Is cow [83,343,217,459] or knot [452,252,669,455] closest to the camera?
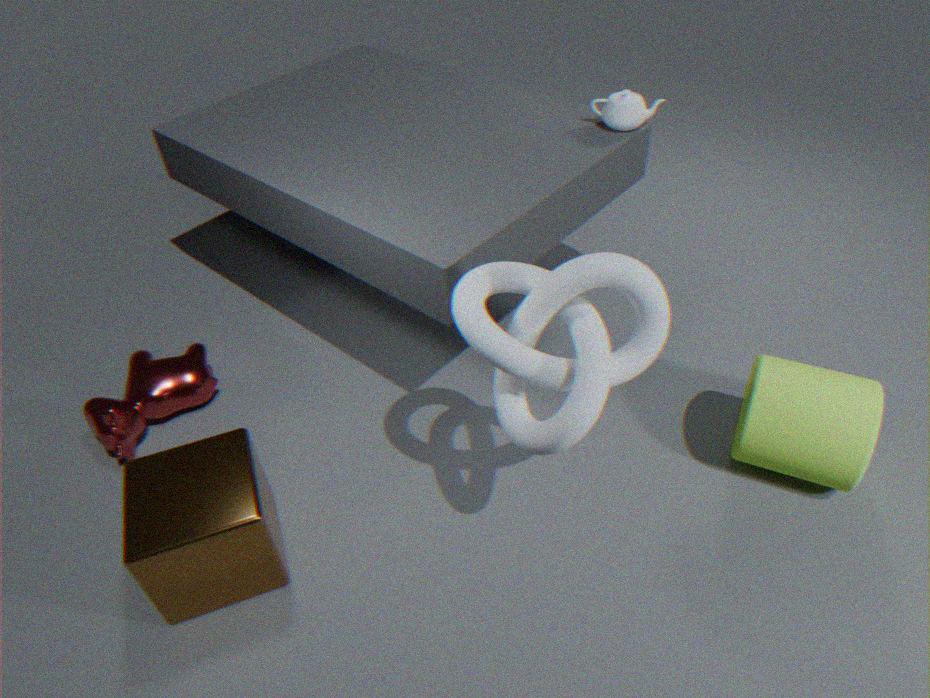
knot [452,252,669,455]
